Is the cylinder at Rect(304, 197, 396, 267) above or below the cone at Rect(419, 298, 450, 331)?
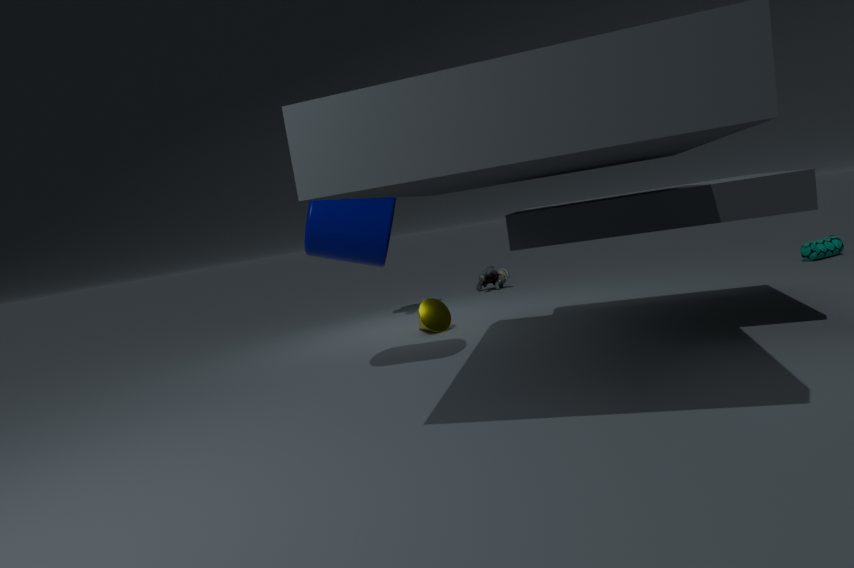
above
